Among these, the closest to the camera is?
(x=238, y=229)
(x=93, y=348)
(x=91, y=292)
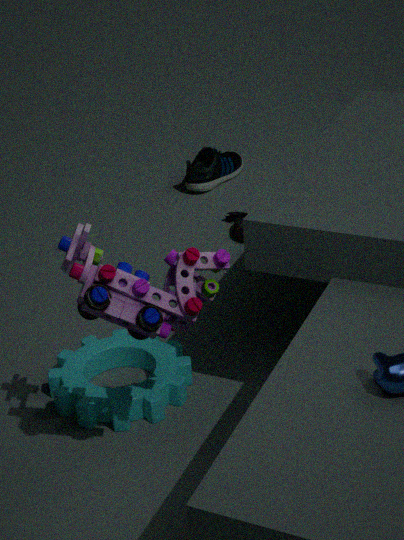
(x=91, y=292)
